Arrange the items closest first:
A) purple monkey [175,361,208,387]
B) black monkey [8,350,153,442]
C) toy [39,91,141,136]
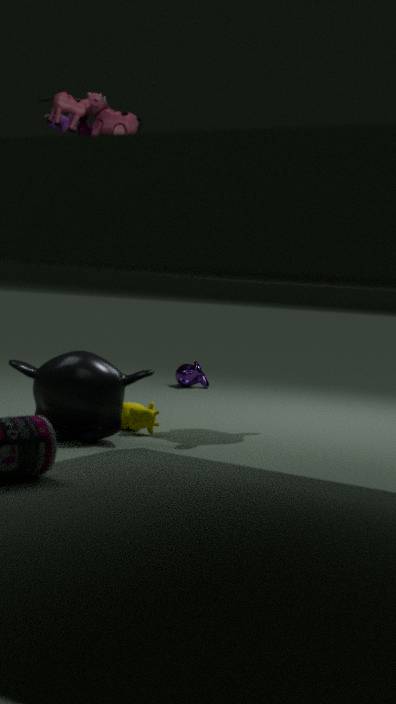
toy [39,91,141,136] → black monkey [8,350,153,442] → purple monkey [175,361,208,387]
